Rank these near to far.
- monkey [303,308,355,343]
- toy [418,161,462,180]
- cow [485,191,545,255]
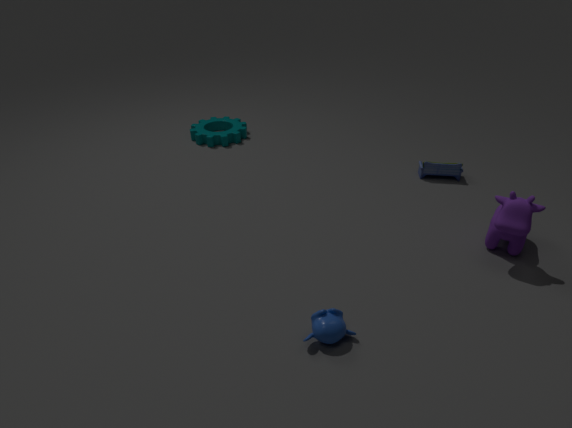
1. monkey [303,308,355,343]
2. cow [485,191,545,255]
3. toy [418,161,462,180]
